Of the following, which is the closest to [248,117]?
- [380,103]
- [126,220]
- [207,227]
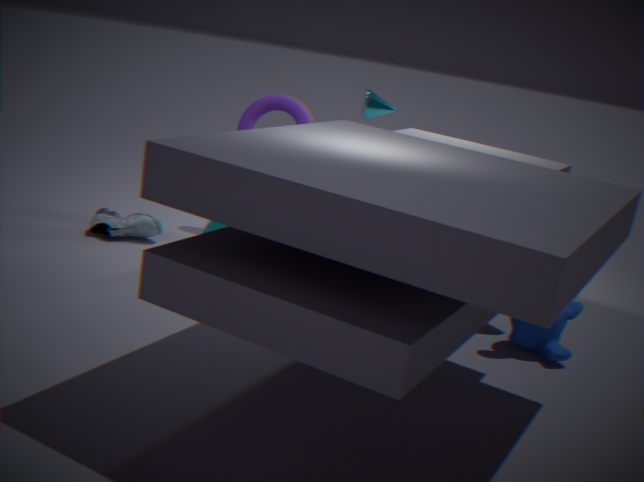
[380,103]
